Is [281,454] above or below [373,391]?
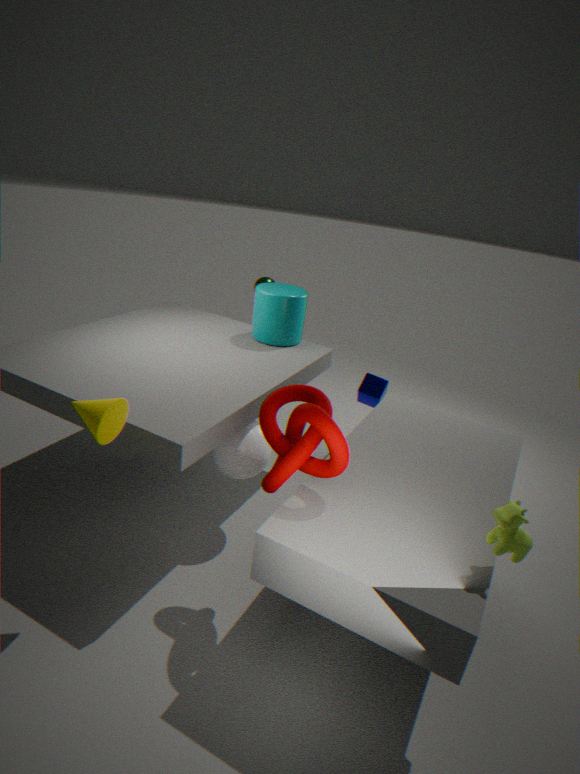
above
